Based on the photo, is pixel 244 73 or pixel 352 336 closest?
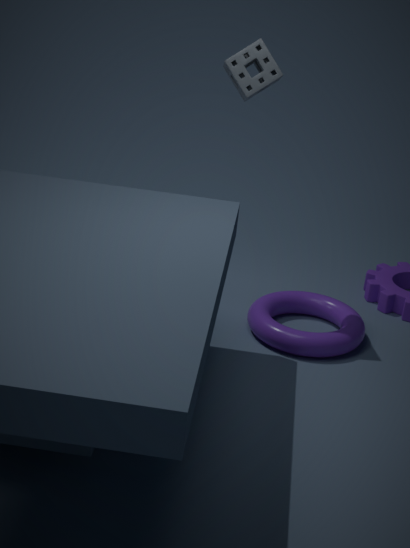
pixel 244 73
